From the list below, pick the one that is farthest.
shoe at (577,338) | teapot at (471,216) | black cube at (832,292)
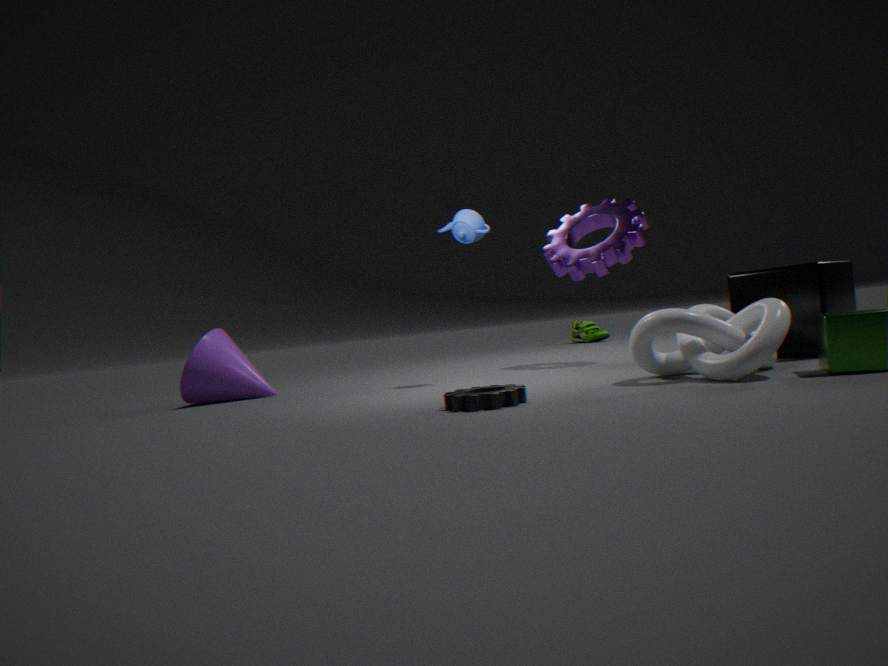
Answer: shoe at (577,338)
